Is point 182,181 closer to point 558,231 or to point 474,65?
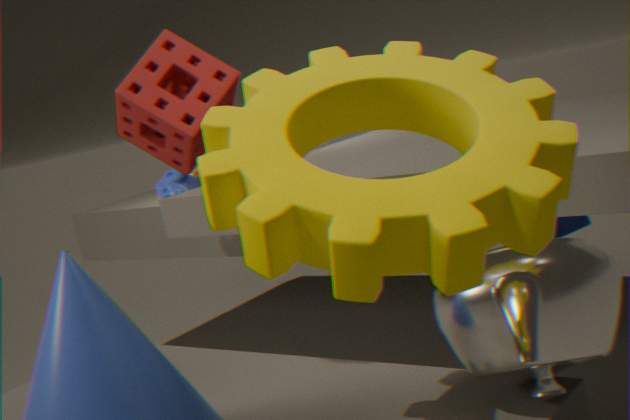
point 558,231
